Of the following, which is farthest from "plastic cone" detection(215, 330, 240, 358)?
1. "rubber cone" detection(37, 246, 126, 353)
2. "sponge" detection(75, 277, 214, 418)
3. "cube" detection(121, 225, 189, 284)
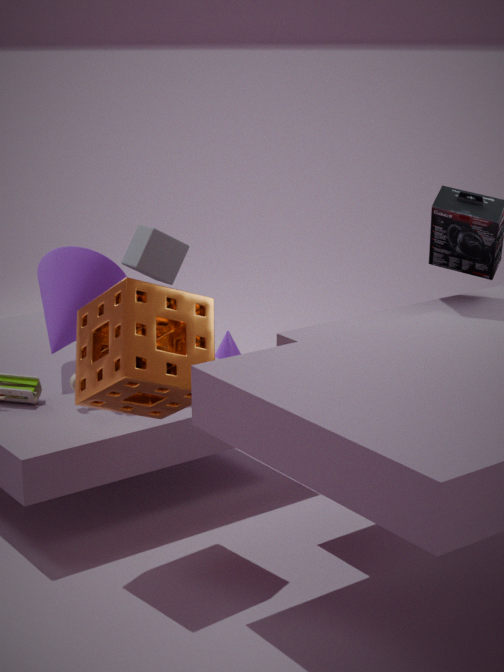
"sponge" detection(75, 277, 214, 418)
